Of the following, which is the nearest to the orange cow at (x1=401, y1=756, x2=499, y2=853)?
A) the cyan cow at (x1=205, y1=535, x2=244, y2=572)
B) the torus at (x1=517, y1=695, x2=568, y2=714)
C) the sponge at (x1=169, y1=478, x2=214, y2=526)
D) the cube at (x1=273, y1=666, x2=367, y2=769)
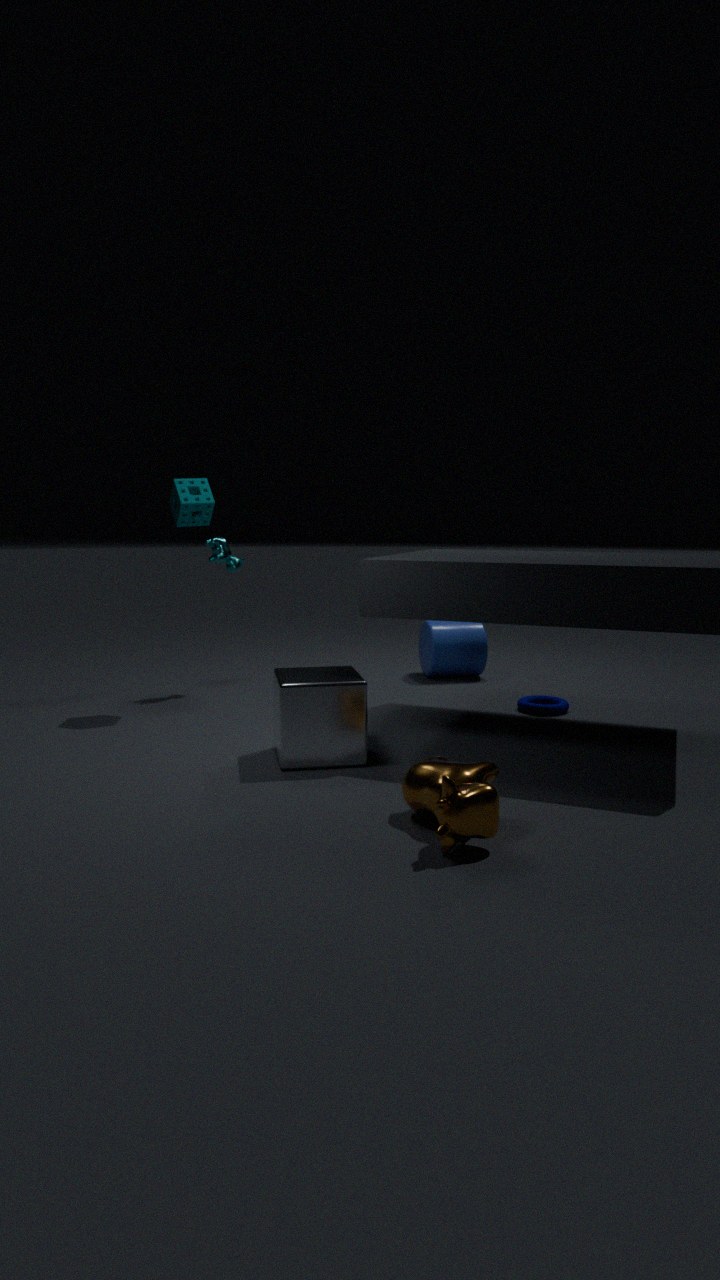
the cube at (x1=273, y1=666, x2=367, y2=769)
